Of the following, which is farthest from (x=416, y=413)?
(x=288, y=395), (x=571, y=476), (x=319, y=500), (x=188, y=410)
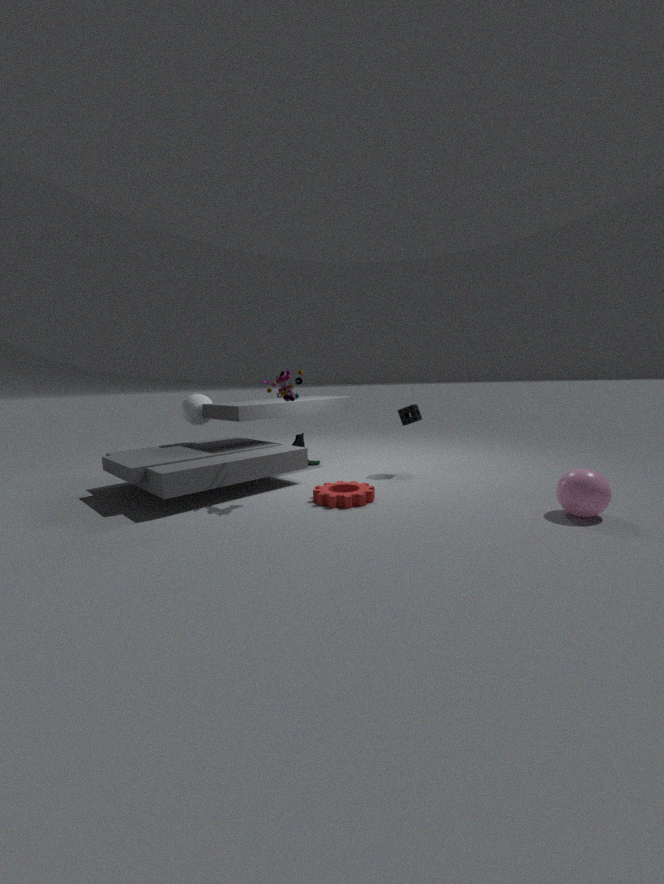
(x=188, y=410)
